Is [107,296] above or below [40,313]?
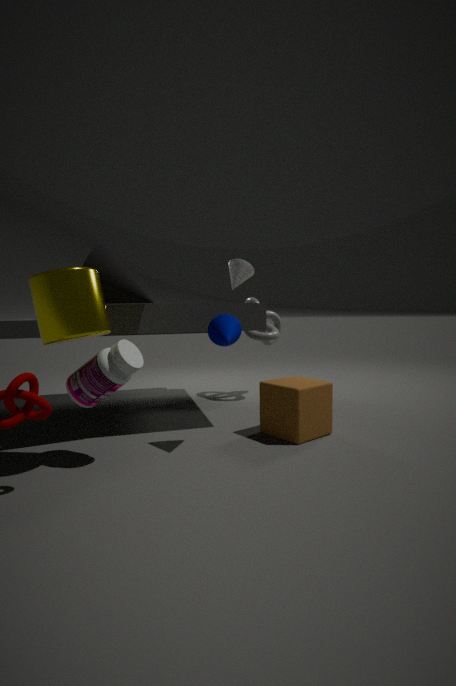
above
